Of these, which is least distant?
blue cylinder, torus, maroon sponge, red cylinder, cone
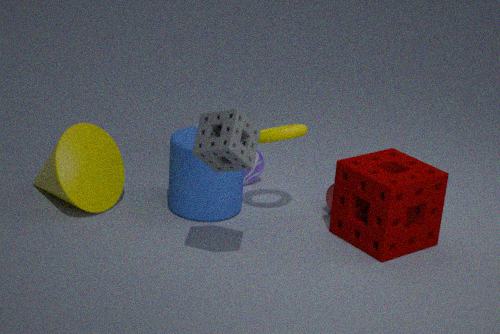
maroon sponge
